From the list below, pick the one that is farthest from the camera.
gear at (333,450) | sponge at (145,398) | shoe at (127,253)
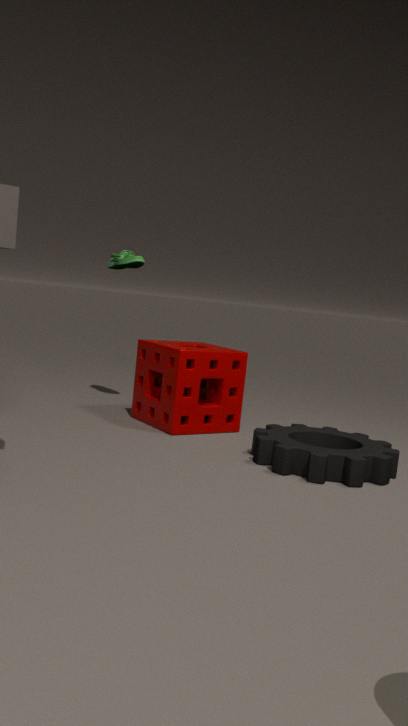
shoe at (127,253)
